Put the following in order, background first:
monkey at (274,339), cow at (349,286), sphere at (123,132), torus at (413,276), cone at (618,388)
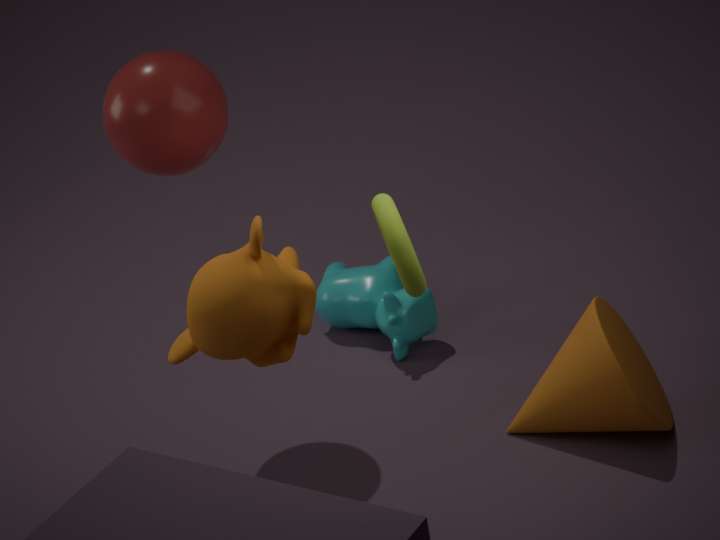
cow at (349,286), sphere at (123,132), cone at (618,388), monkey at (274,339), torus at (413,276)
